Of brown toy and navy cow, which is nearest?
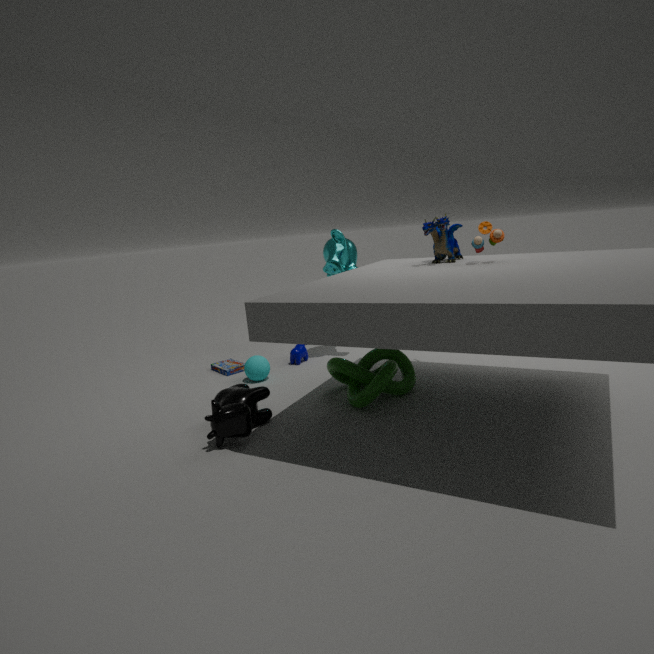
brown toy
